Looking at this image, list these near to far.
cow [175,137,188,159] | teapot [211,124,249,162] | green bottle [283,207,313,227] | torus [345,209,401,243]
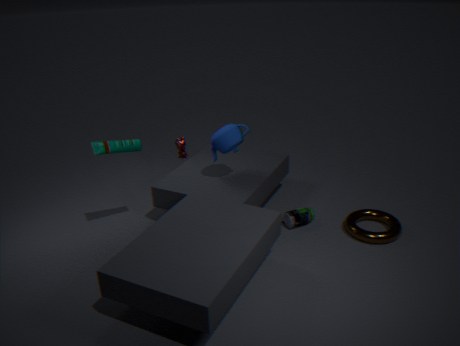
torus [345,209,401,243] < teapot [211,124,249,162] < green bottle [283,207,313,227] < cow [175,137,188,159]
